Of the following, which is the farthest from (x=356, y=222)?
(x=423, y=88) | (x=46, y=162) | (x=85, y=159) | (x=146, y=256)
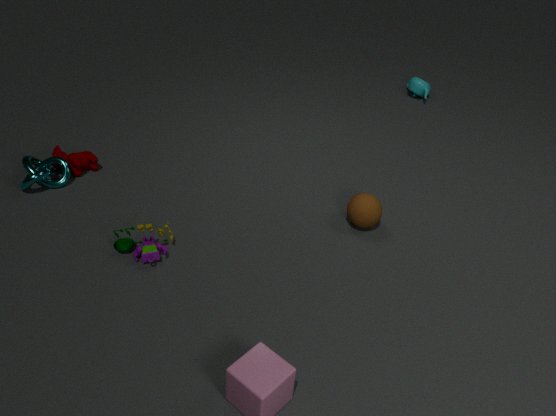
(x=46, y=162)
